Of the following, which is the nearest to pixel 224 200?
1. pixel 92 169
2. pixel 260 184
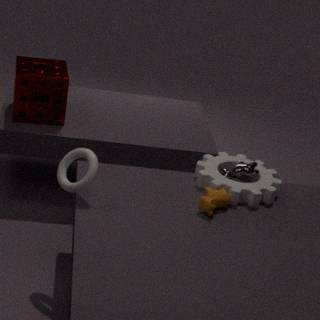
pixel 260 184
